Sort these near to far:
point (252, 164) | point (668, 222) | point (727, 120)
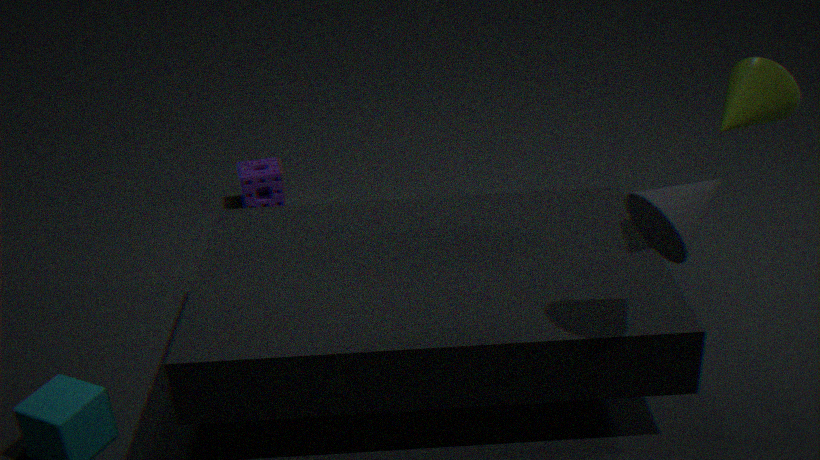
point (668, 222) → point (727, 120) → point (252, 164)
